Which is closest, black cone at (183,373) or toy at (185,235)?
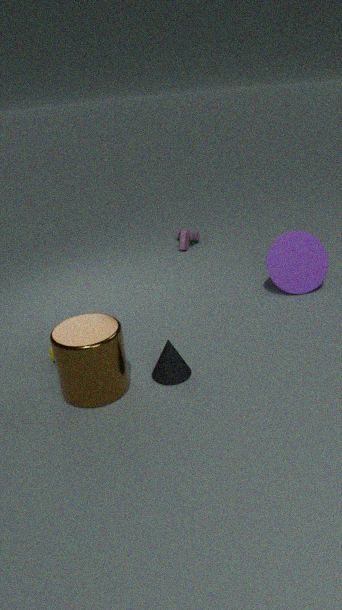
black cone at (183,373)
